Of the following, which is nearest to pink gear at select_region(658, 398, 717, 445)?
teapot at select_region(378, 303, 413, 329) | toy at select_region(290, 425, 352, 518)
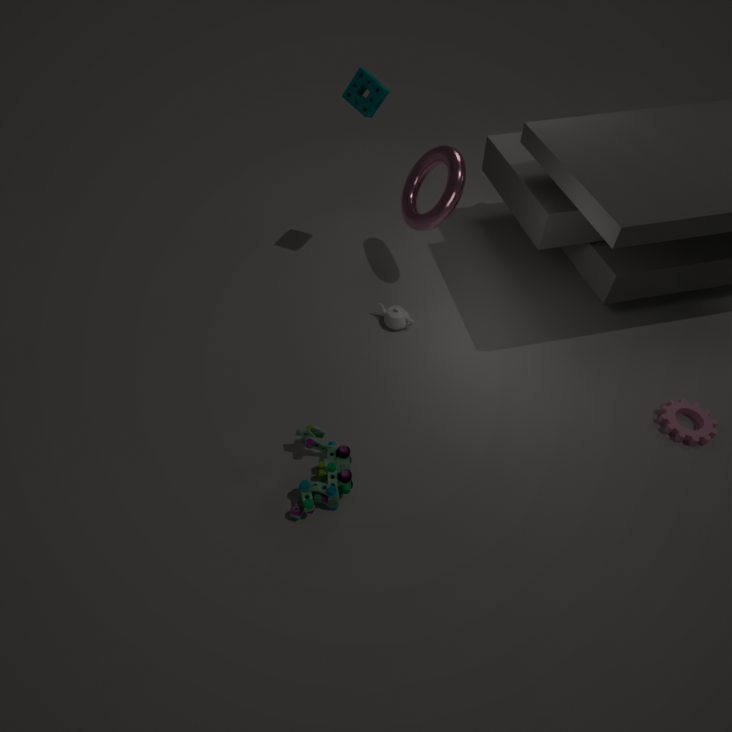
teapot at select_region(378, 303, 413, 329)
